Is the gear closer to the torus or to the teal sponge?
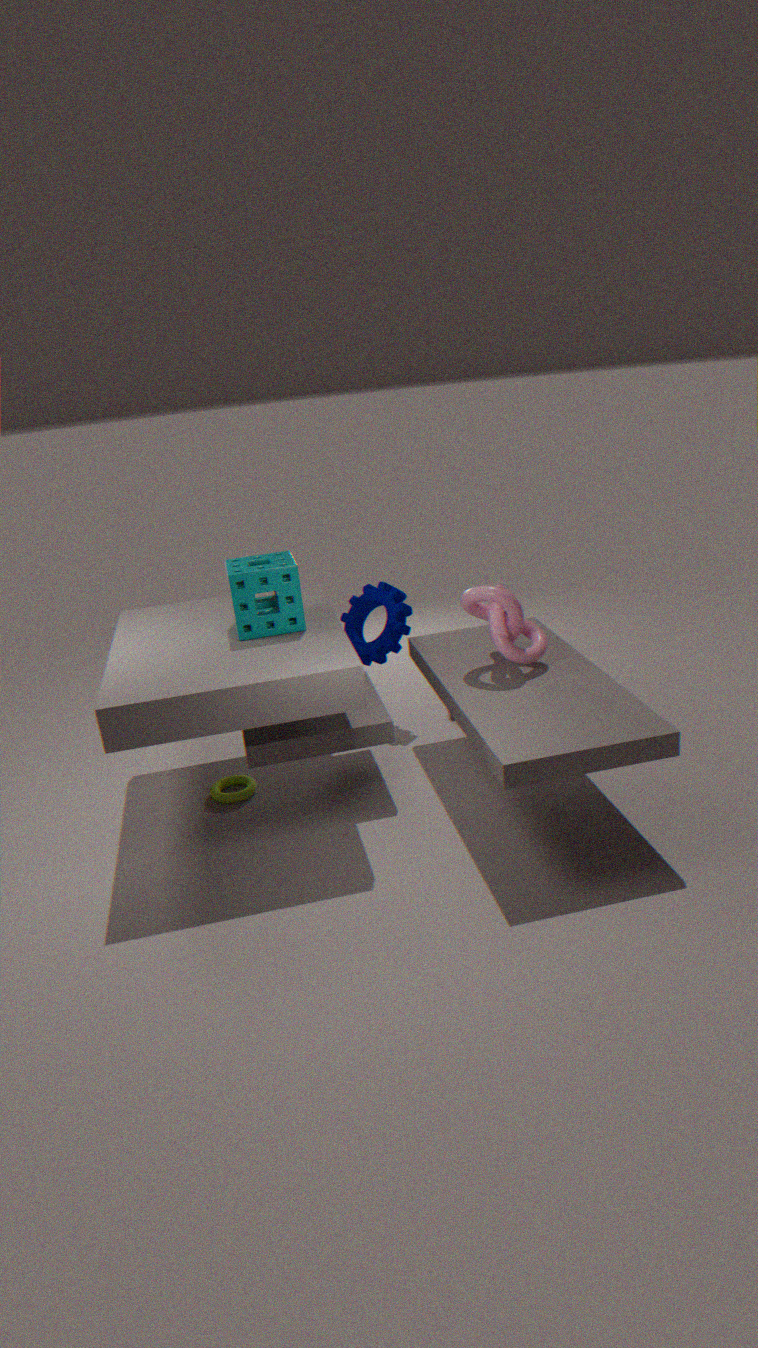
the teal sponge
